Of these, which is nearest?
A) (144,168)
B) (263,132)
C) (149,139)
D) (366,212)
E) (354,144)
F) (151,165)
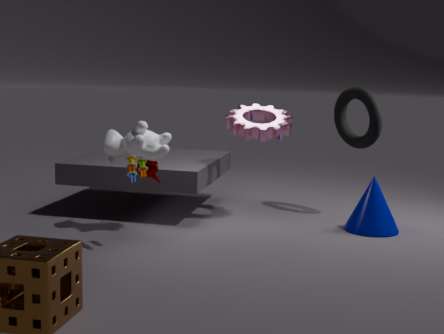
A. (144,168)
